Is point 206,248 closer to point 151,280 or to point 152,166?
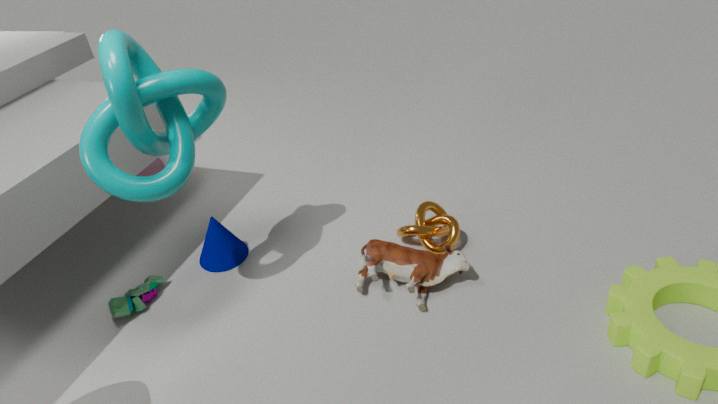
point 151,280
